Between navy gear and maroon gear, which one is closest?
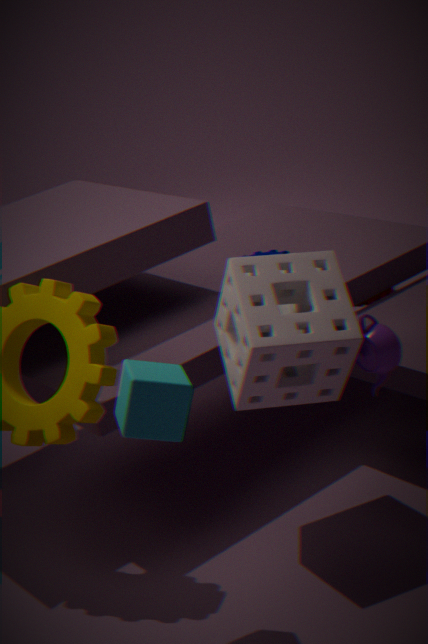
navy gear
